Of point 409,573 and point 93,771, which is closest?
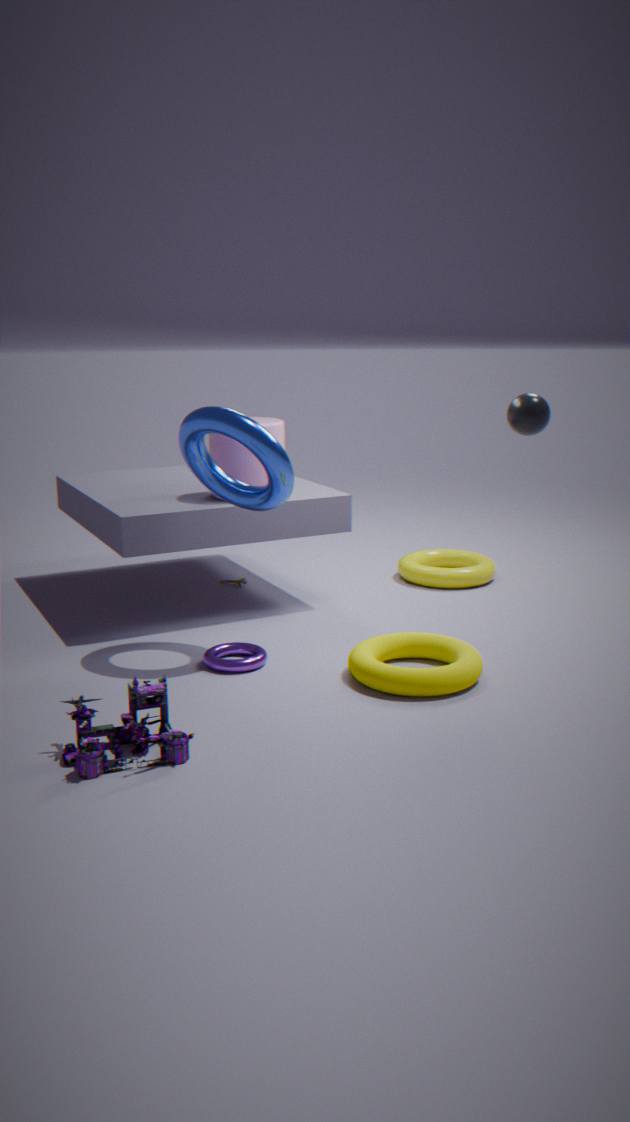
point 93,771
